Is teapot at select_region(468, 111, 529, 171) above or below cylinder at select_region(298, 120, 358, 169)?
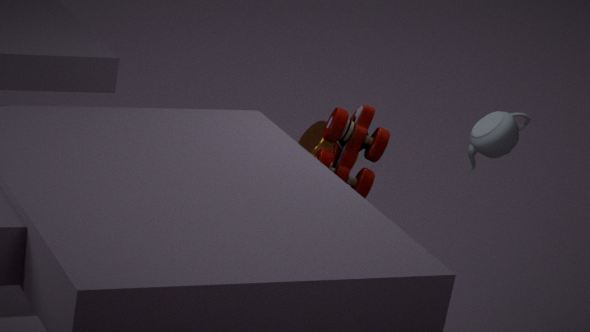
above
